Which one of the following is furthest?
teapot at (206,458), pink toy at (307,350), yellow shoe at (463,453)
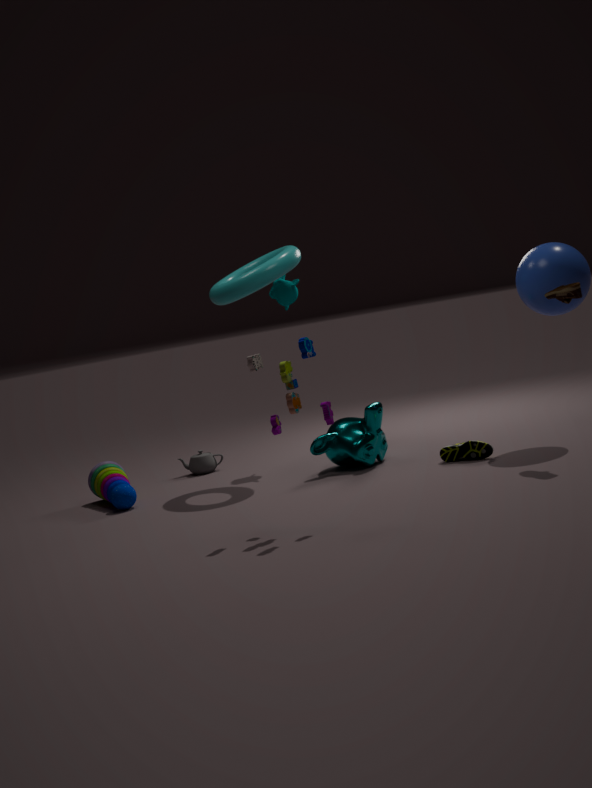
teapot at (206,458)
